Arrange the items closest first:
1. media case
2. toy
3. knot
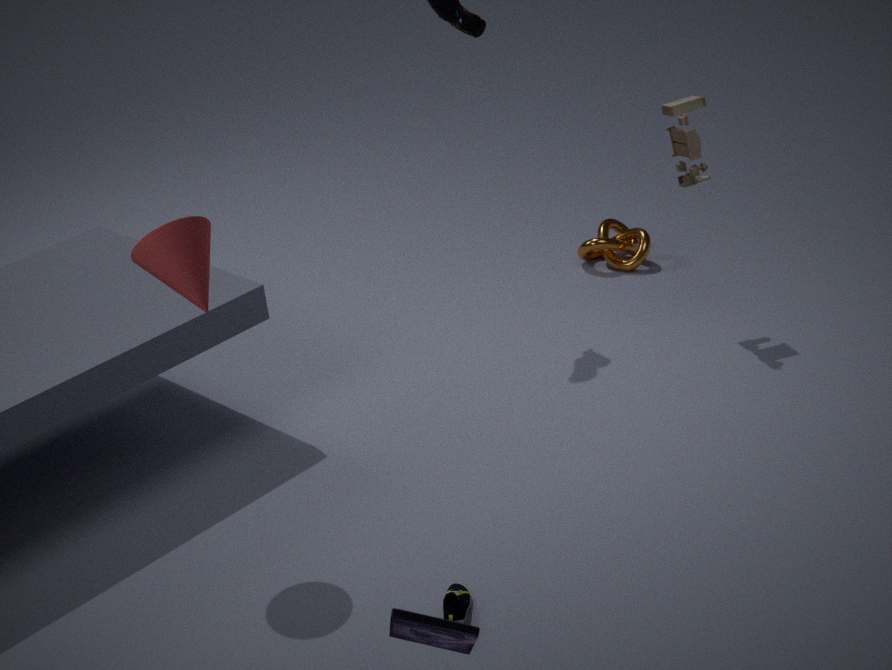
media case, toy, knot
